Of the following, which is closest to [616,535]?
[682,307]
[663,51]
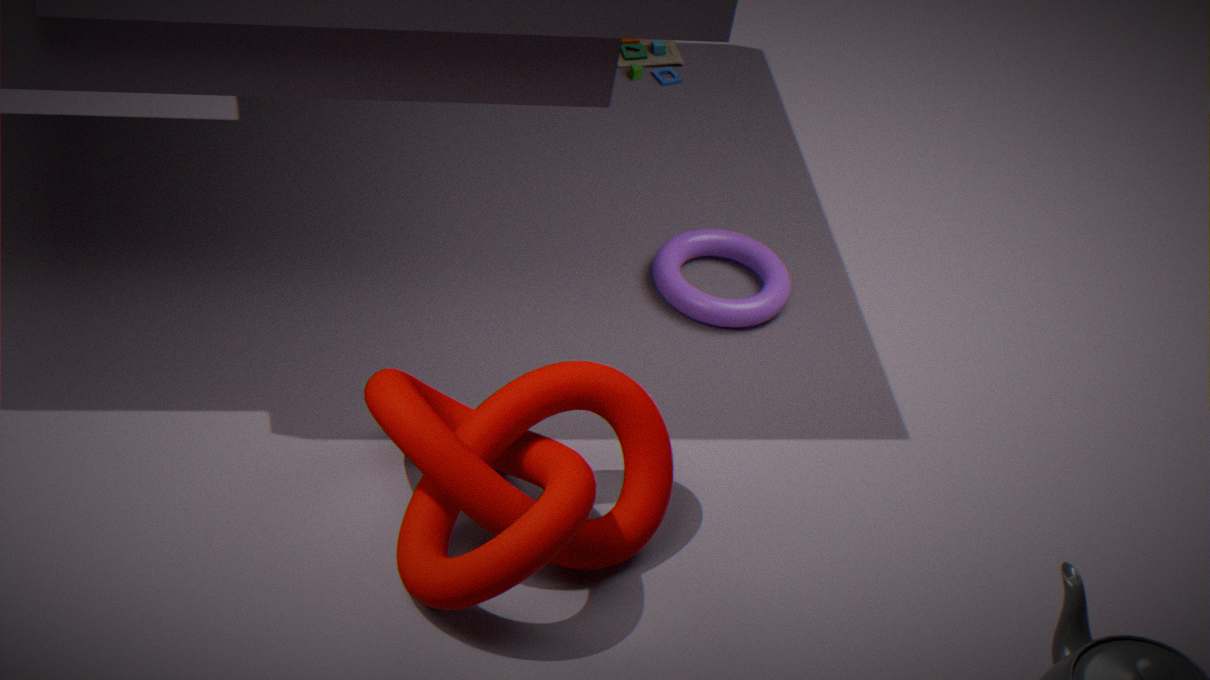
[682,307]
